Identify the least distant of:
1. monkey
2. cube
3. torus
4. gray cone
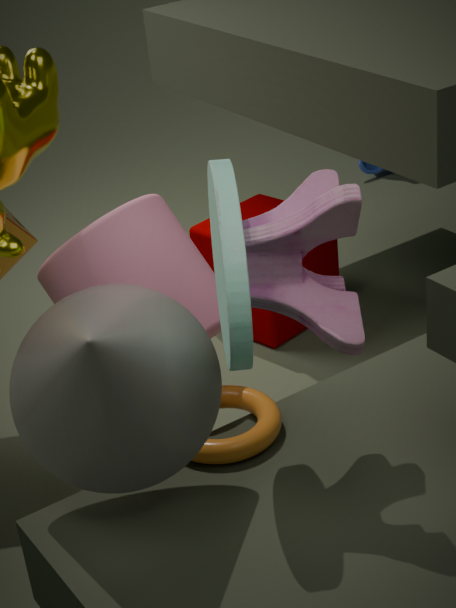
A: gray cone
